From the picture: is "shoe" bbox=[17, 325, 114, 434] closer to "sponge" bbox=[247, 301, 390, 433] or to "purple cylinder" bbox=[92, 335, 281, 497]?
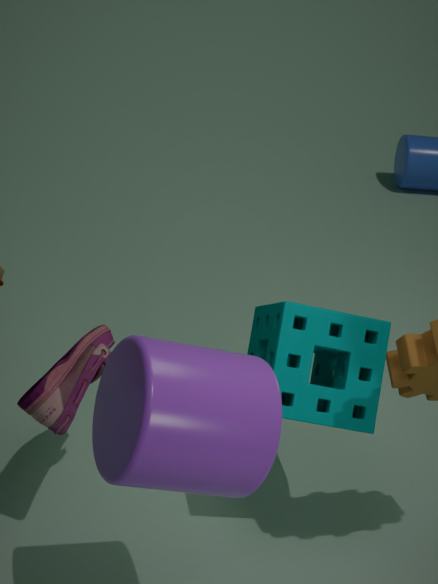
"sponge" bbox=[247, 301, 390, 433]
